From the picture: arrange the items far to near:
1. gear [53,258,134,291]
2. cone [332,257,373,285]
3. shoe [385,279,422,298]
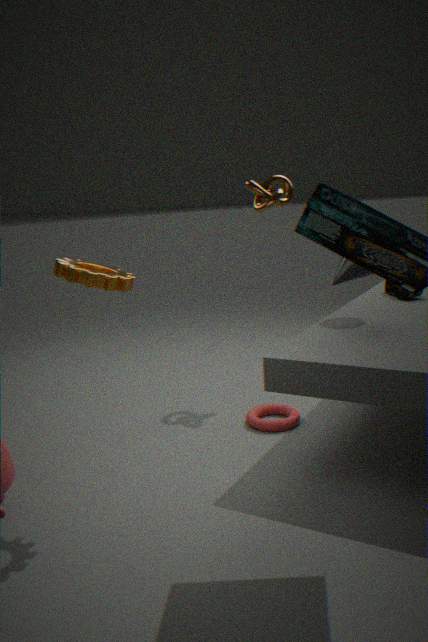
shoe [385,279,422,298] → cone [332,257,373,285] → gear [53,258,134,291]
